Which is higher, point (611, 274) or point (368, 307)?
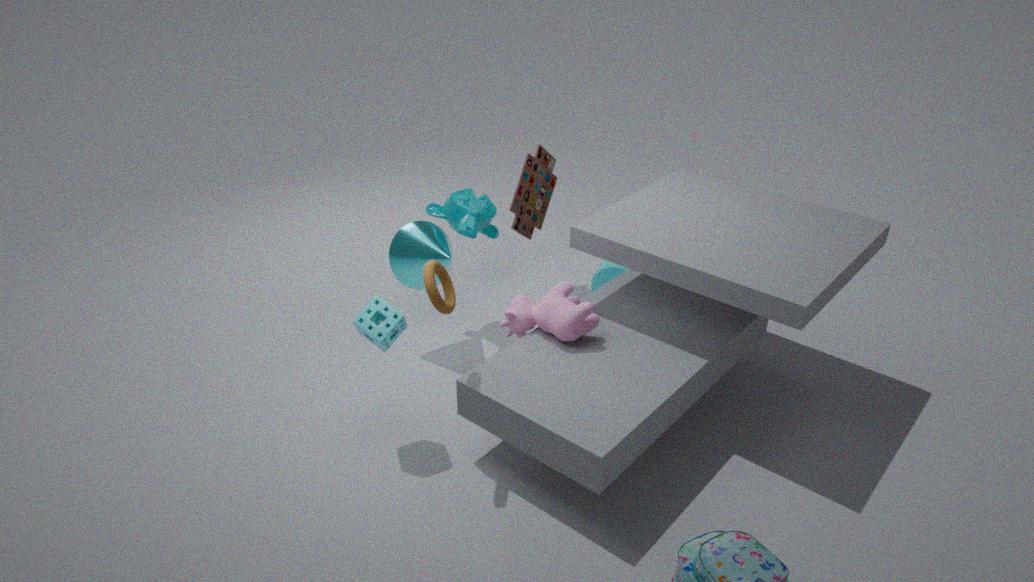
point (368, 307)
